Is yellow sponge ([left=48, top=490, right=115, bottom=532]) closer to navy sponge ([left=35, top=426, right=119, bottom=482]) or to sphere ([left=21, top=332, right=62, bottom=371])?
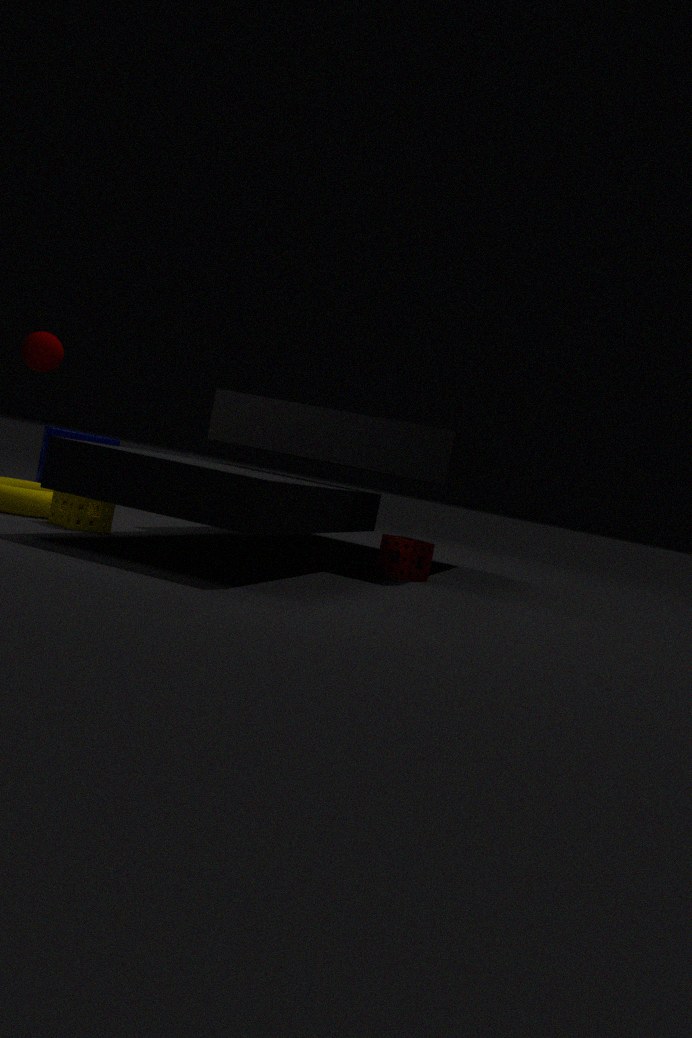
sphere ([left=21, top=332, right=62, bottom=371])
